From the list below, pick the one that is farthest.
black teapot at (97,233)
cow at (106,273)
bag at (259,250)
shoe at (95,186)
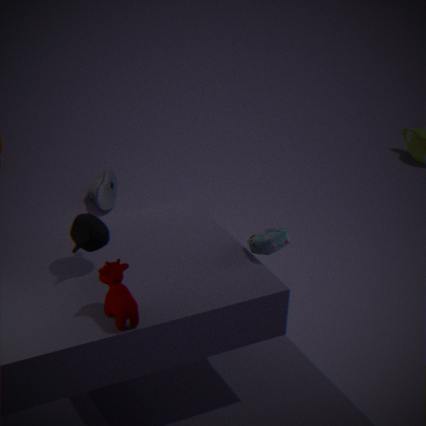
shoe at (95,186)
